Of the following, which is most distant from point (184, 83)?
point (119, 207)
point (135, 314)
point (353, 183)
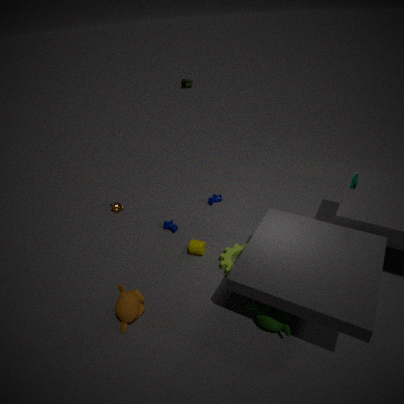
point (135, 314)
